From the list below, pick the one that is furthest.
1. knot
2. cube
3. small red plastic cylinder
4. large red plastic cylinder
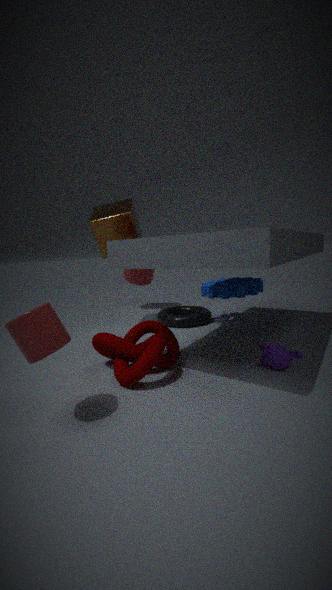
large red plastic cylinder
